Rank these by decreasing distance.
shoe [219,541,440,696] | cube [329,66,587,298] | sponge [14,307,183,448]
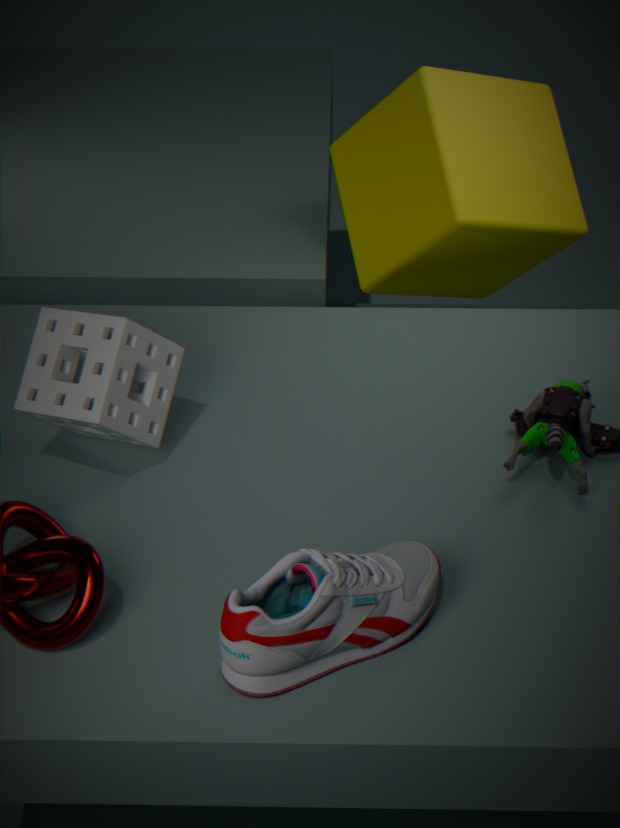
cube [329,66,587,298]
sponge [14,307,183,448]
shoe [219,541,440,696]
